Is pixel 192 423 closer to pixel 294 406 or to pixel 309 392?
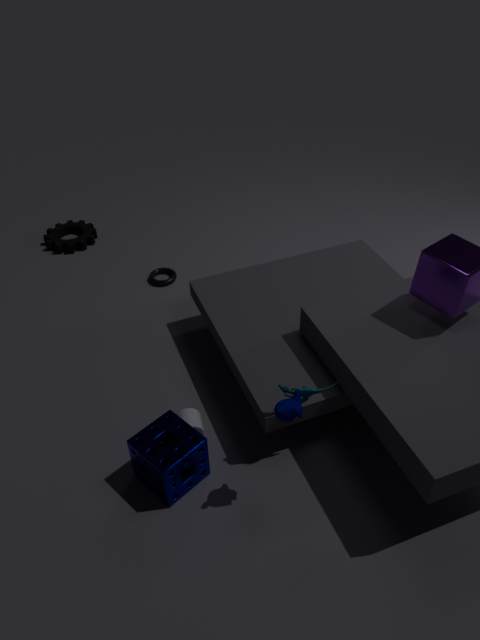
pixel 309 392
